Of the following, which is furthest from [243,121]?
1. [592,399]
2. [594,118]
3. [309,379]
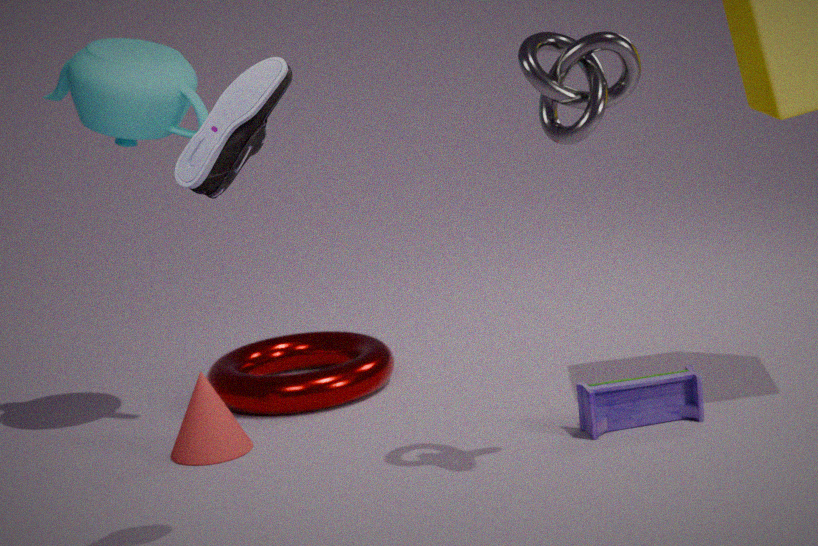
[309,379]
